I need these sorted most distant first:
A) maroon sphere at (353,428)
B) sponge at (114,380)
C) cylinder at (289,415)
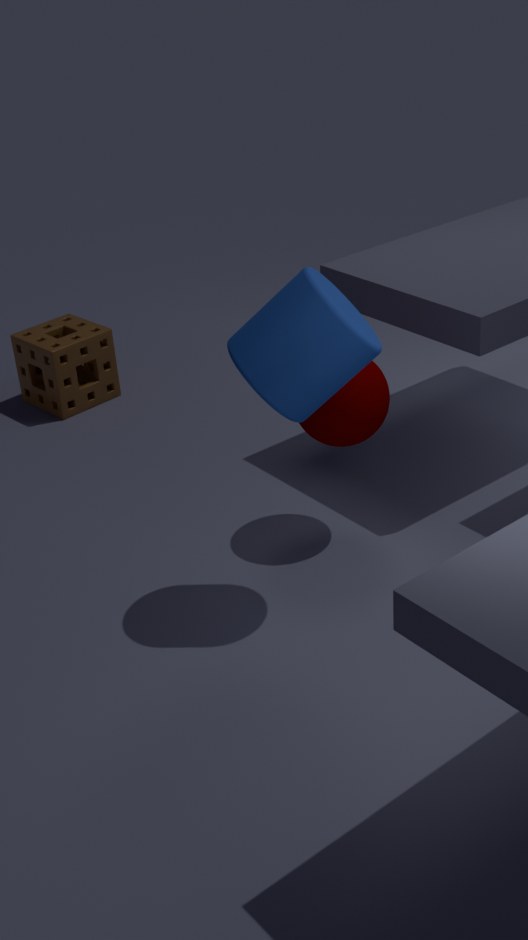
1. sponge at (114,380)
2. maroon sphere at (353,428)
3. cylinder at (289,415)
